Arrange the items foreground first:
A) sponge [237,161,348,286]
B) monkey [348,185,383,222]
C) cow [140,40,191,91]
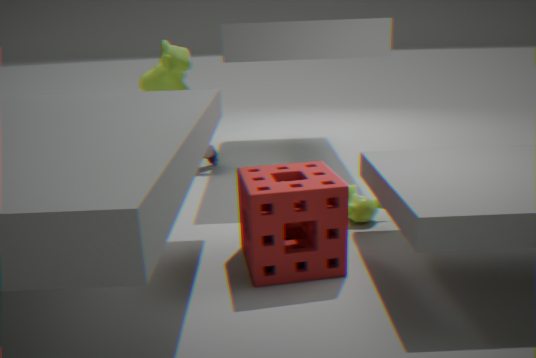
sponge [237,161,348,286], monkey [348,185,383,222], cow [140,40,191,91]
